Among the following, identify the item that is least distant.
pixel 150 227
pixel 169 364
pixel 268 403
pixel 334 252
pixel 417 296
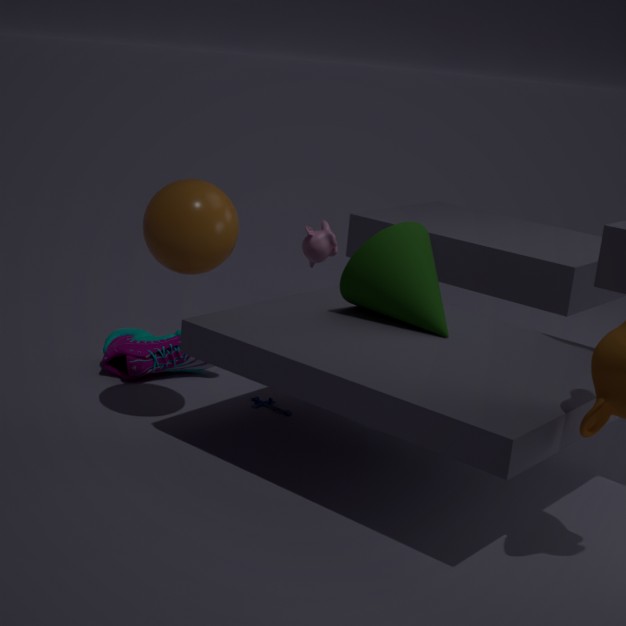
pixel 150 227
